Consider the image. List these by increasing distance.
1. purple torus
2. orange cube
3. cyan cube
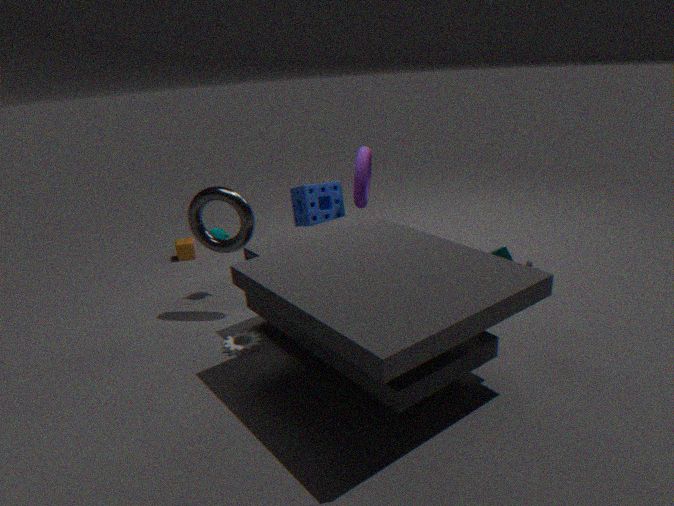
cyan cube < purple torus < orange cube
